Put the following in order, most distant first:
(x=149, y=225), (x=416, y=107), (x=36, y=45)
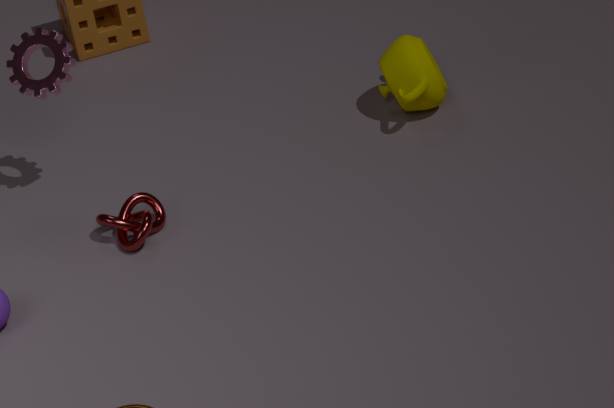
(x=416, y=107), (x=36, y=45), (x=149, y=225)
